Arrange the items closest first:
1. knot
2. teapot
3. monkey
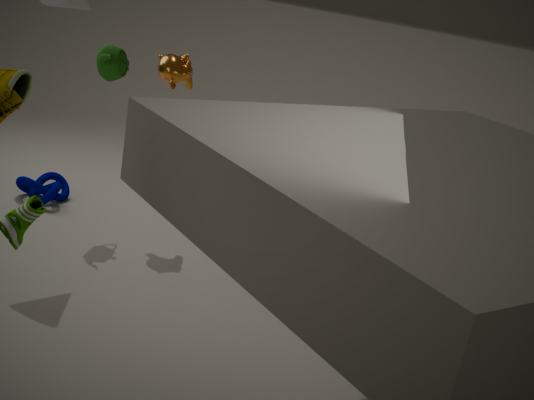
teapot → monkey → knot
